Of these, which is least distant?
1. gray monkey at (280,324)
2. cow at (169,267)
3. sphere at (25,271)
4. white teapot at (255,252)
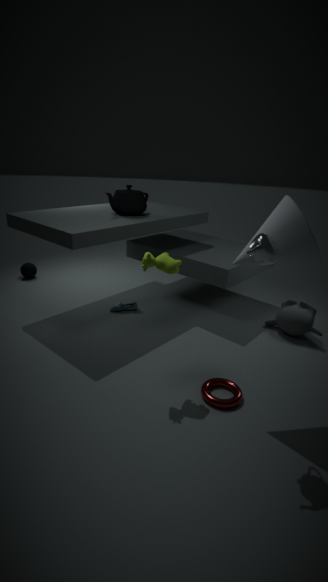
white teapot at (255,252)
